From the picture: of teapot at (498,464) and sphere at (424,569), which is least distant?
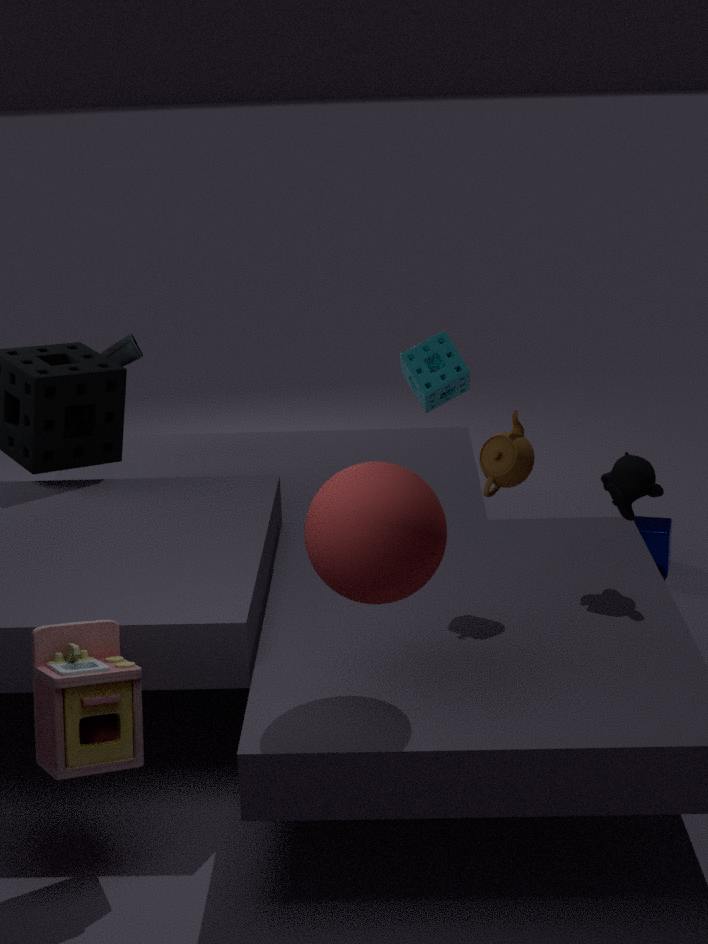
sphere at (424,569)
